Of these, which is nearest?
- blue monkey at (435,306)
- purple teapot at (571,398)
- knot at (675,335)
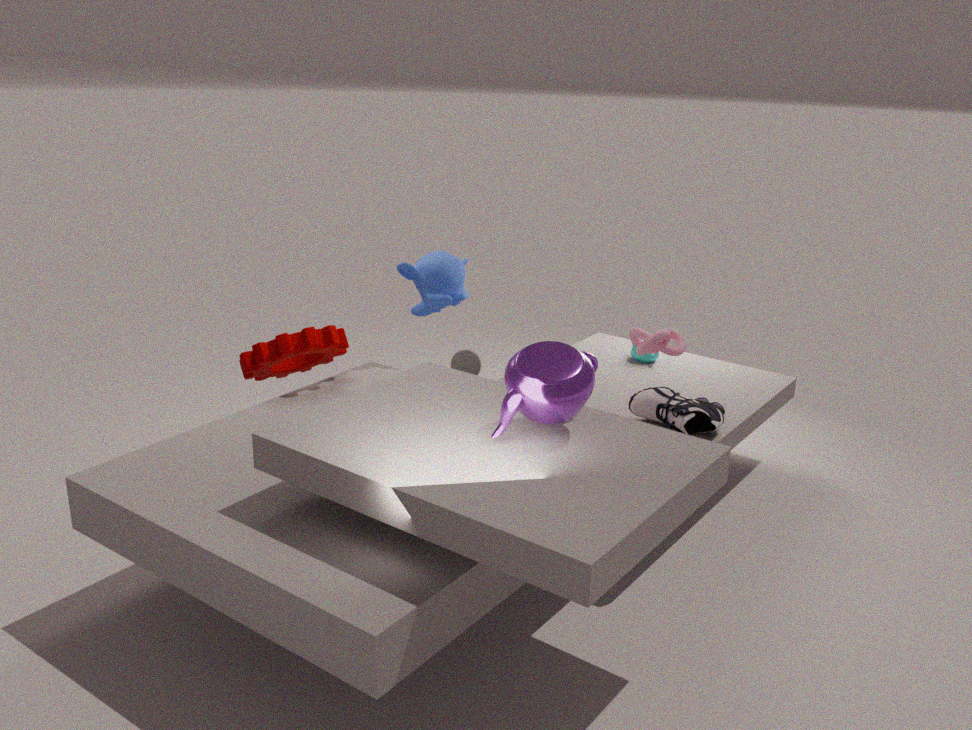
purple teapot at (571,398)
